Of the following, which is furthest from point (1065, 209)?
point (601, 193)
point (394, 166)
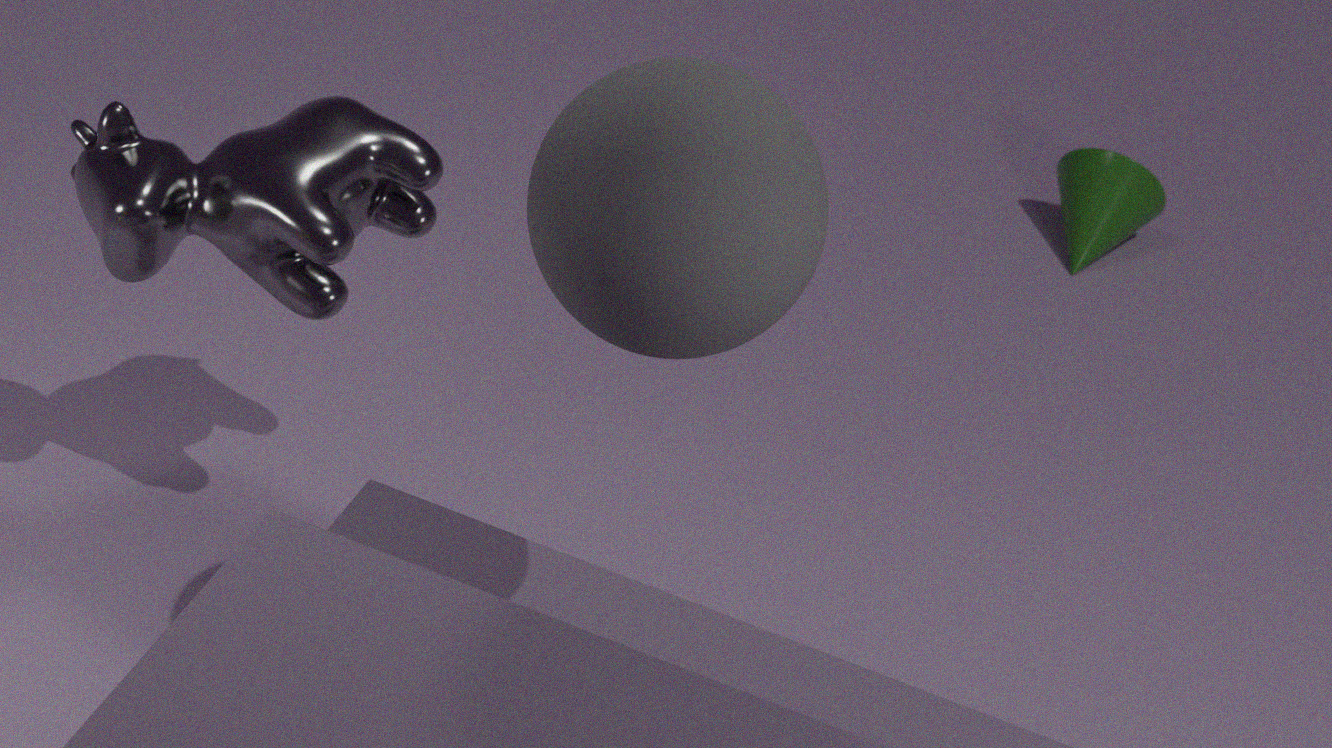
point (601, 193)
